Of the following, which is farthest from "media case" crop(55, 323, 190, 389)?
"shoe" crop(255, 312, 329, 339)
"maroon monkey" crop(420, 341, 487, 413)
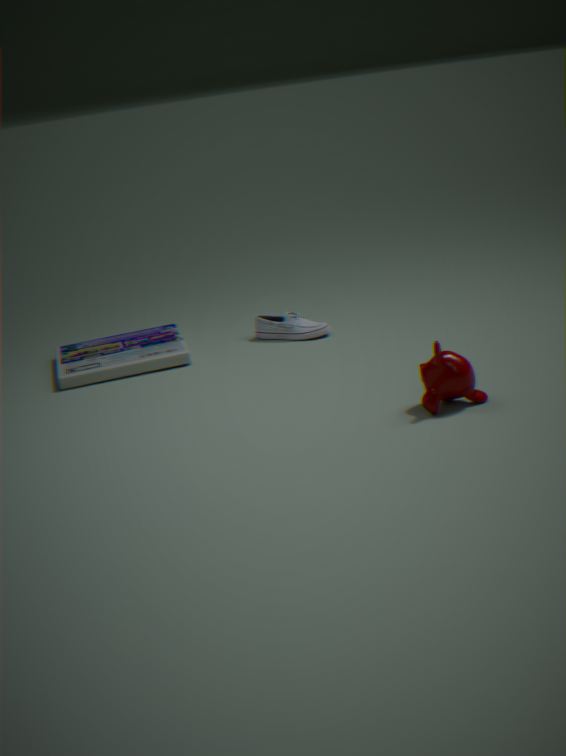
"maroon monkey" crop(420, 341, 487, 413)
